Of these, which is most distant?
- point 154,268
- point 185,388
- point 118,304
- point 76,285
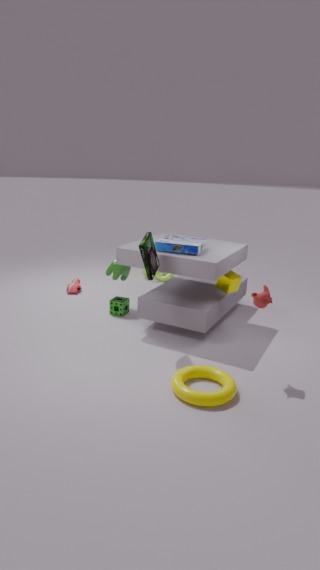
point 76,285
